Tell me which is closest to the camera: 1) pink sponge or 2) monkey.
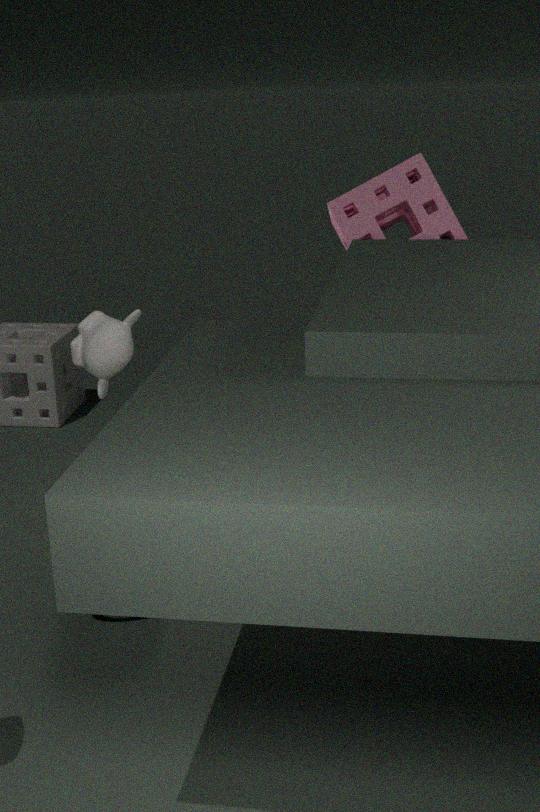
2. monkey
